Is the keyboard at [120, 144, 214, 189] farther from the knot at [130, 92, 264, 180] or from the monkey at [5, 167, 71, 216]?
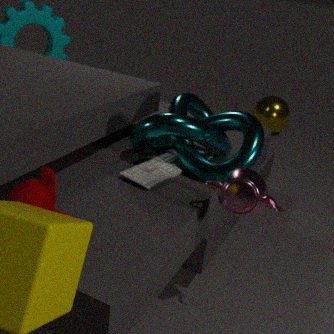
the monkey at [5, 167, 71, 216]
